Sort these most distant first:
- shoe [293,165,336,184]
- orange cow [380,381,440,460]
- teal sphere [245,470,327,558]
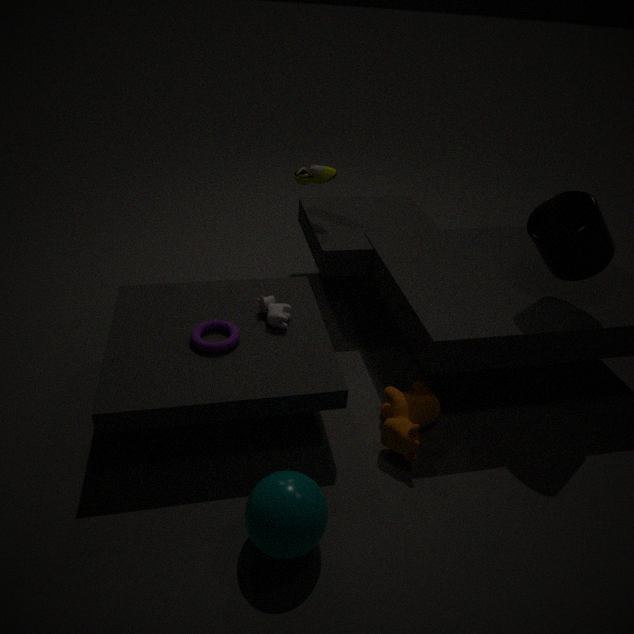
shoe [293,165,336,184] < orange cow [380,381,440,460] < teal sphere [245,470,327,558]
